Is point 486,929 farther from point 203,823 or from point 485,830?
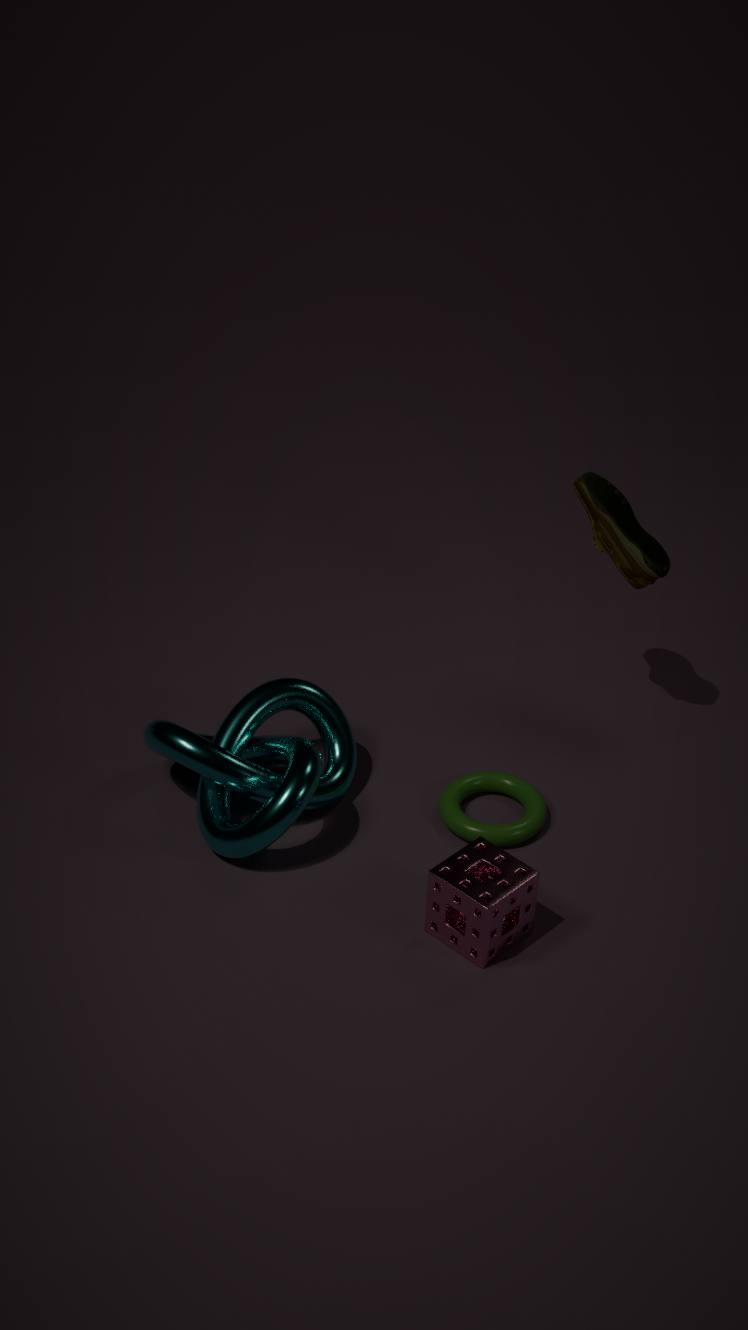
point 203,823
